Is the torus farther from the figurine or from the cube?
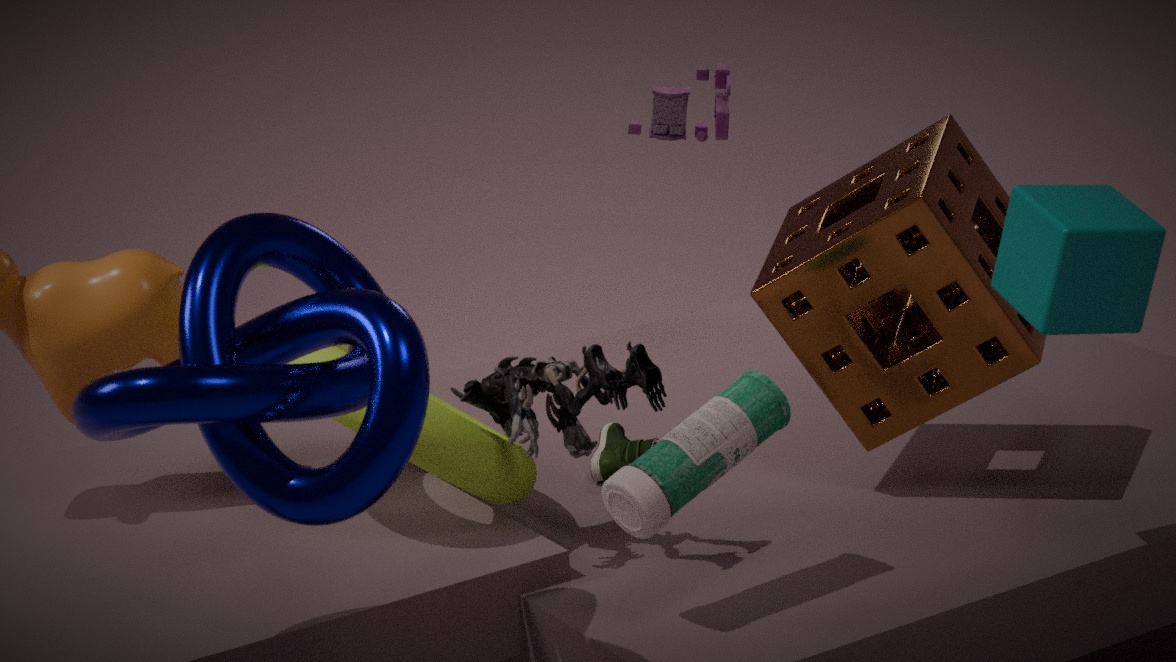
the cube
